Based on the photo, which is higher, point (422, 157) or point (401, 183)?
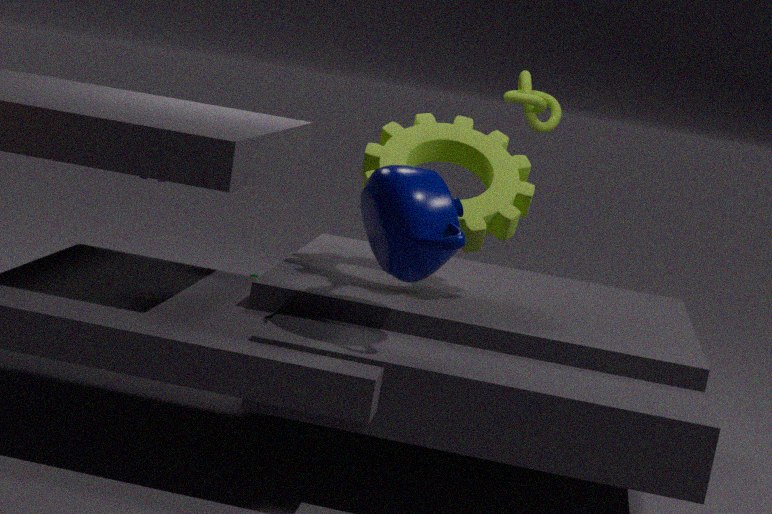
point (422, 157)
